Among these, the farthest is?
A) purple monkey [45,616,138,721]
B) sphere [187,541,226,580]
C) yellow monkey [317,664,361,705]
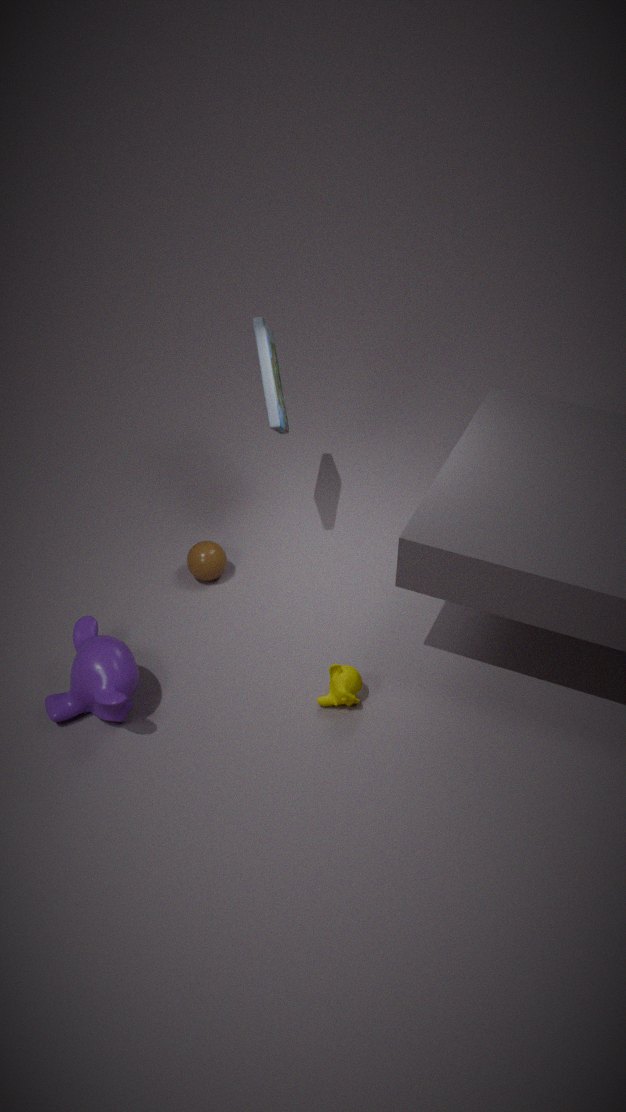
sphere [187,541,226,580]
